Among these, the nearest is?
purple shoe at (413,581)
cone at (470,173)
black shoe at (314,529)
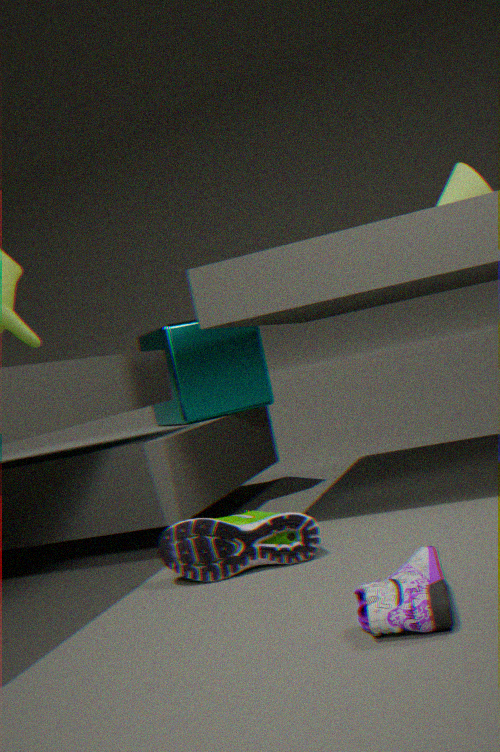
purple shoe at (413,581)
